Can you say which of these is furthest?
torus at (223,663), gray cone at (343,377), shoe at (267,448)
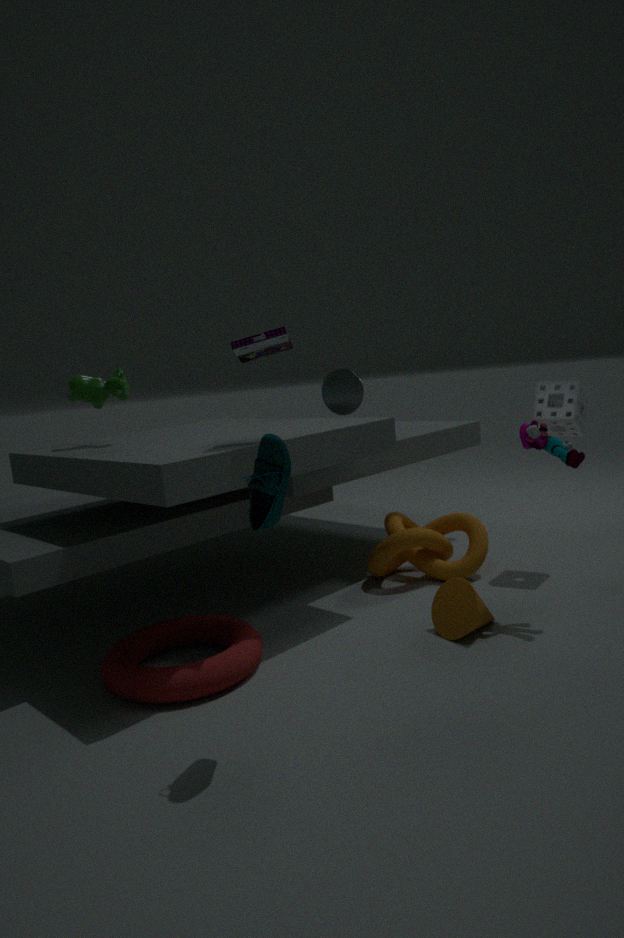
gray cone at (343,377)
